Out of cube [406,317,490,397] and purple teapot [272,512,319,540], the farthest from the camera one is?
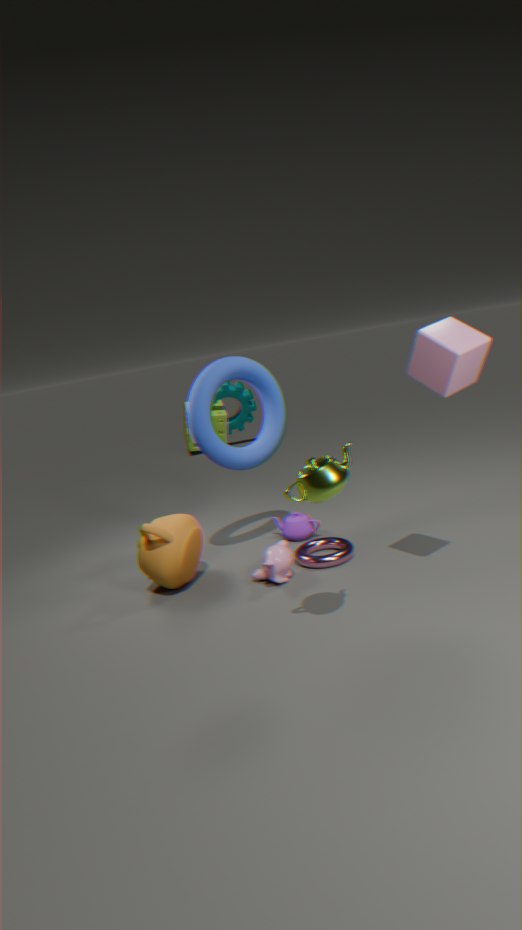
purple teapot [272,512,319,540]
